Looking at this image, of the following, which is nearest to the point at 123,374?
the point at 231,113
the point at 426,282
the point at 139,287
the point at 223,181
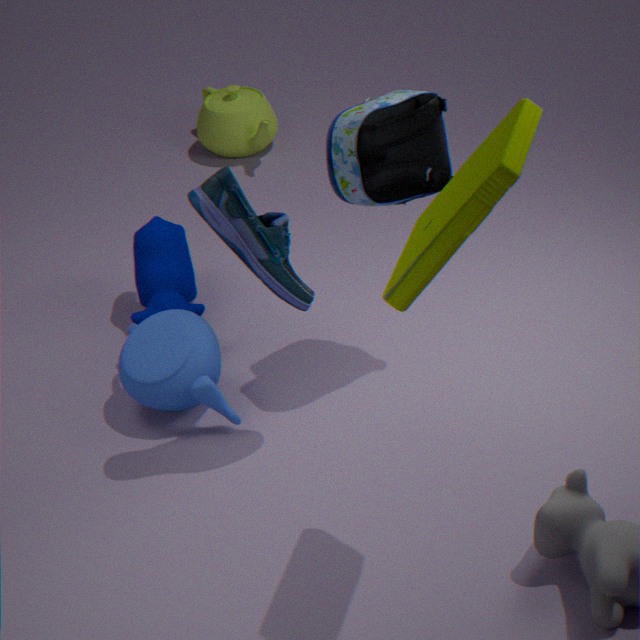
the point at 139,287
